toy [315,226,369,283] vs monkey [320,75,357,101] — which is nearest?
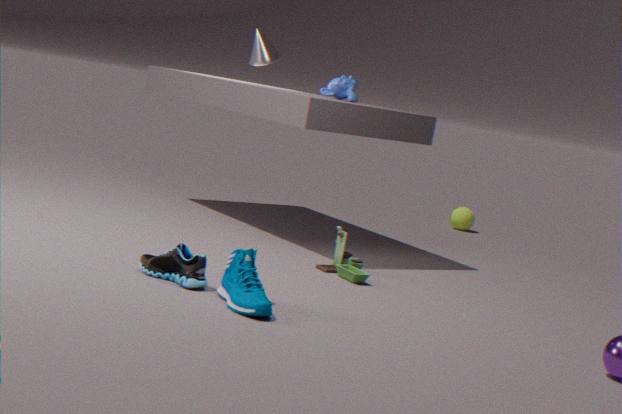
toy [315,226,369,283]
